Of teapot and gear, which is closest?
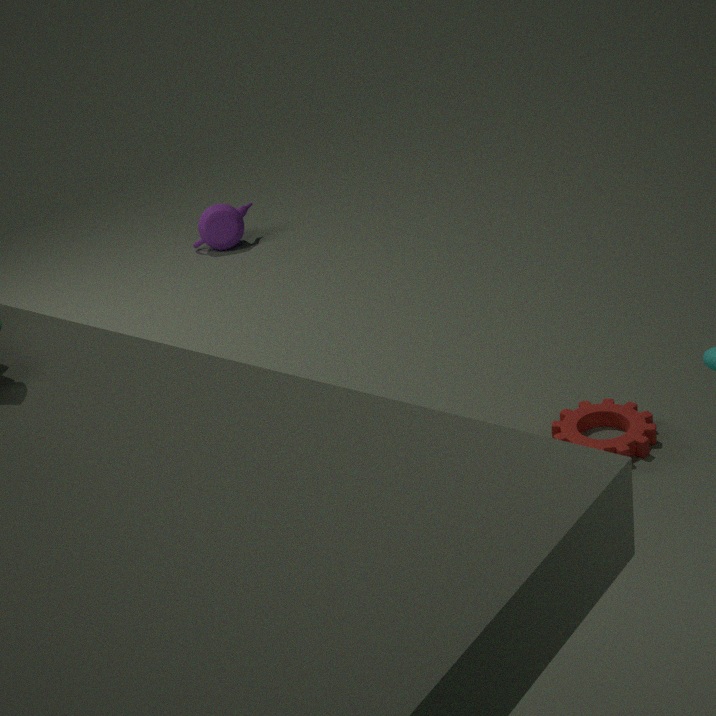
gear
